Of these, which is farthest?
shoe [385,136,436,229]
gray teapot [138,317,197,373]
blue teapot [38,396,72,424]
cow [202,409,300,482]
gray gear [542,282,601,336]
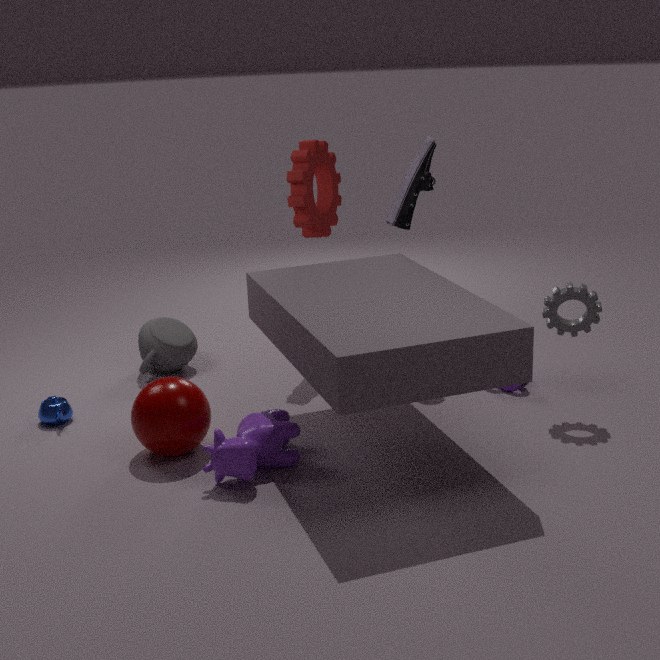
gray teapot [138,317,197,373]
